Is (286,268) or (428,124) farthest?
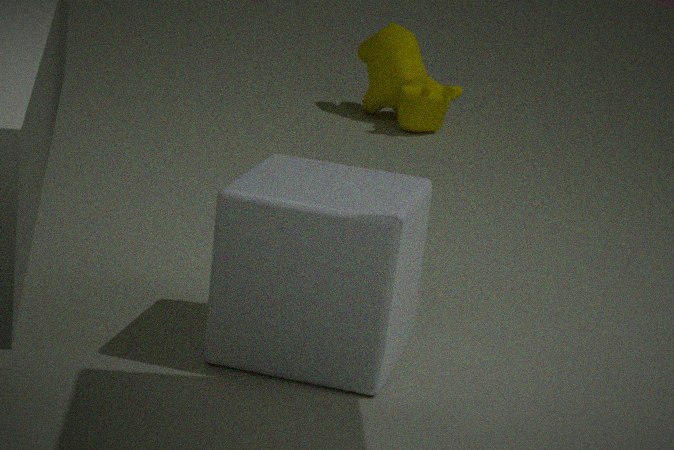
(428,124)
